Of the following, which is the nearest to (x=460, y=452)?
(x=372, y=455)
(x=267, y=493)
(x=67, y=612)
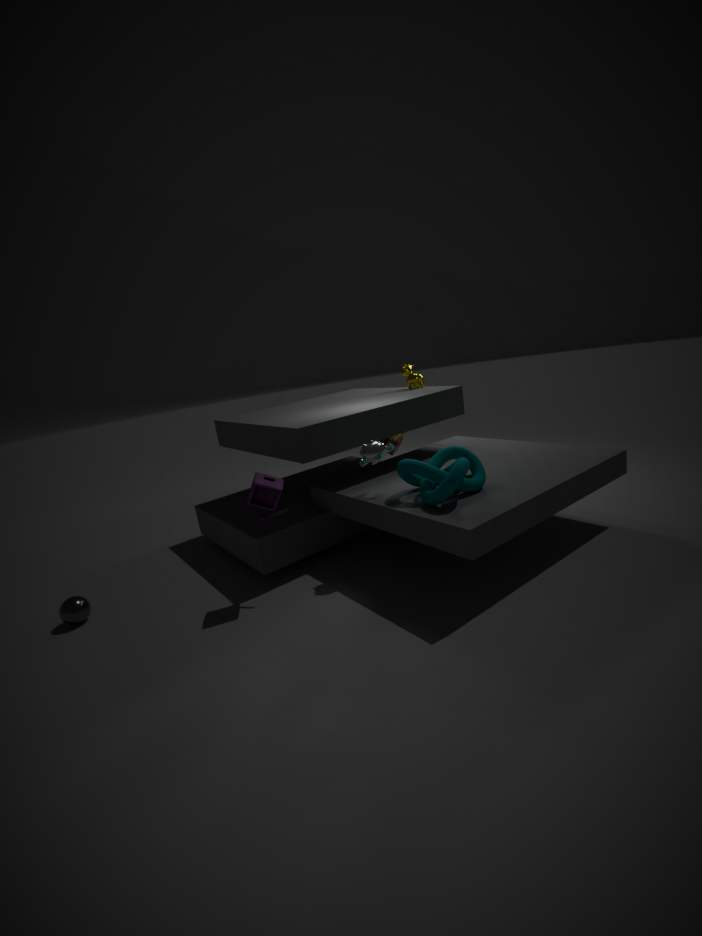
(x=372, y=455)
